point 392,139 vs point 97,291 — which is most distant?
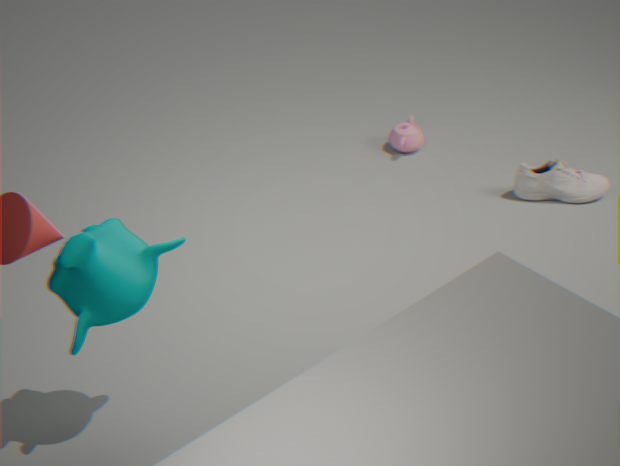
point 392,139
